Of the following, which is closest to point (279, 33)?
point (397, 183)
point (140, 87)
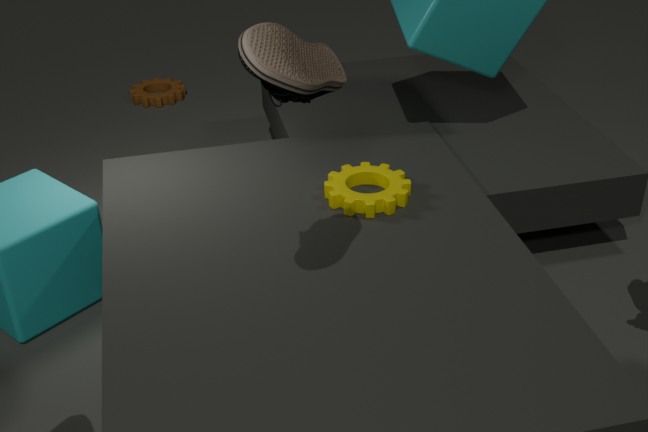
point (397, 183)
